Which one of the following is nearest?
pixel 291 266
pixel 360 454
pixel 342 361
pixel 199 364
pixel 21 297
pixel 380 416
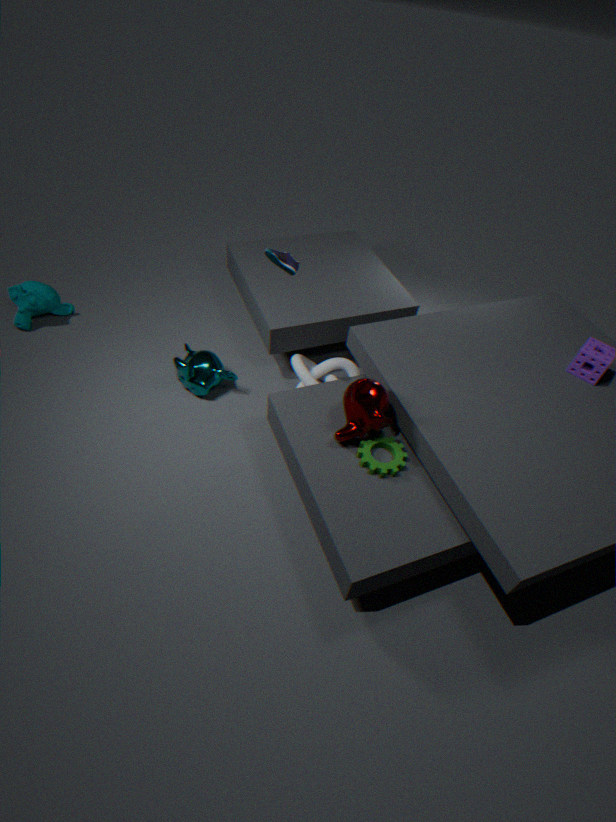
pixel 291 266
